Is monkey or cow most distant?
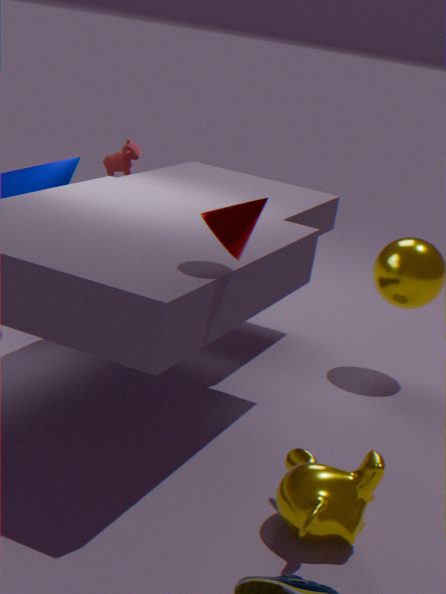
cow
